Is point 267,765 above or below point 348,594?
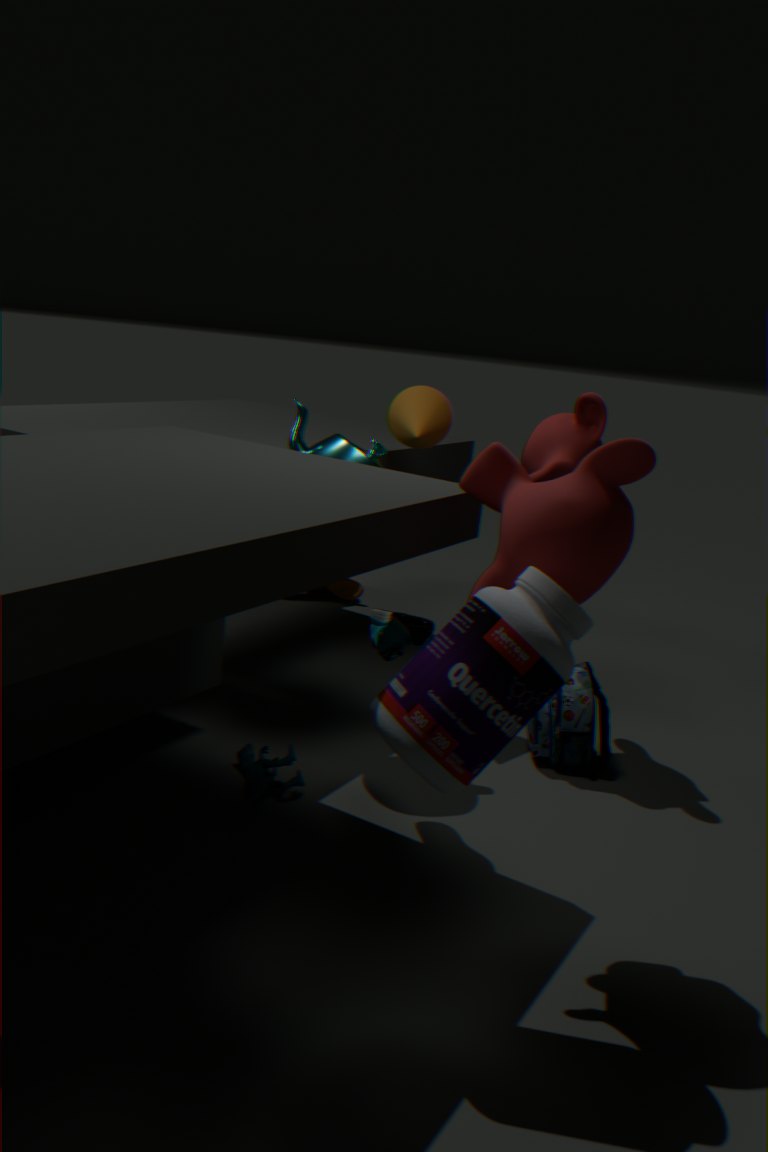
below
